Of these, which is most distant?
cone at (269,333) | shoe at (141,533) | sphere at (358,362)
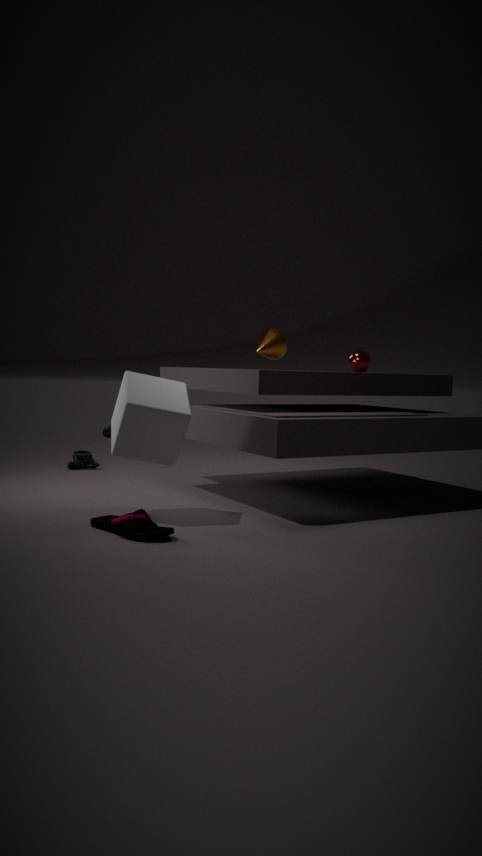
sphere at (358,362)
